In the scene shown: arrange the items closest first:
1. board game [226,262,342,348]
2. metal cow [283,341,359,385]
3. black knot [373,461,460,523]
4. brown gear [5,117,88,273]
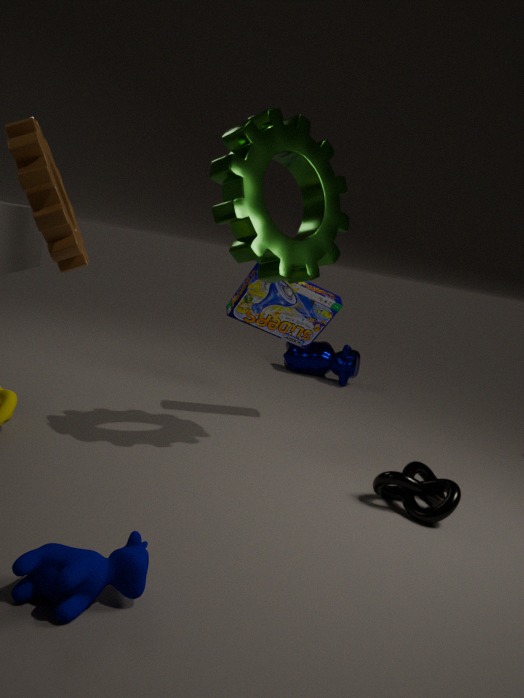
brown gear [5,117,88,273] → black knot [373,461,460,523] → board game [226,262,342,348] → metal cow [283,341,359,385]
